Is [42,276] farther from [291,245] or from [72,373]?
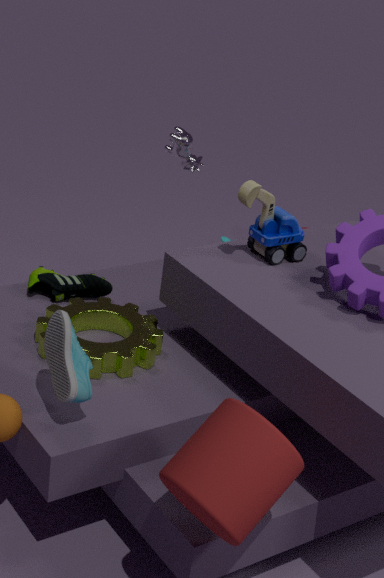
[291,245]
